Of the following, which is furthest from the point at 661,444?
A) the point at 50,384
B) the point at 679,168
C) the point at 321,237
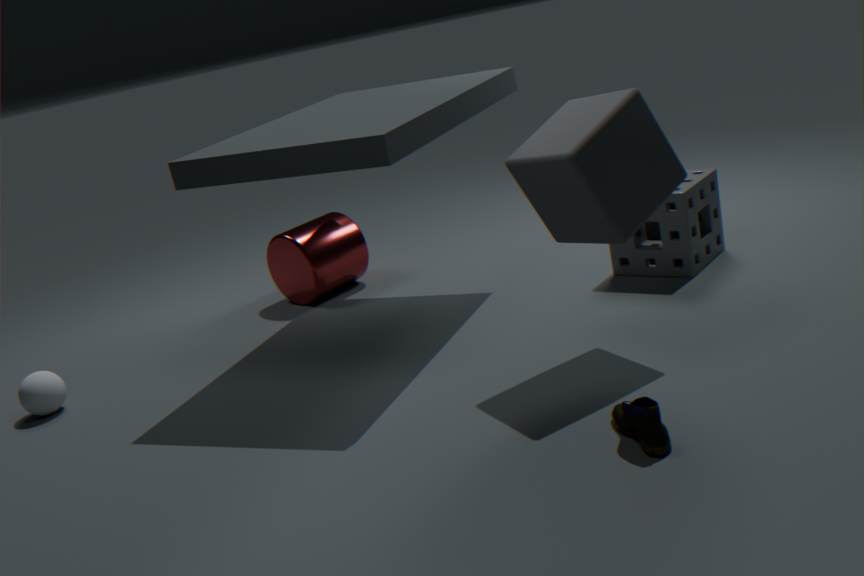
the point at 50,384
